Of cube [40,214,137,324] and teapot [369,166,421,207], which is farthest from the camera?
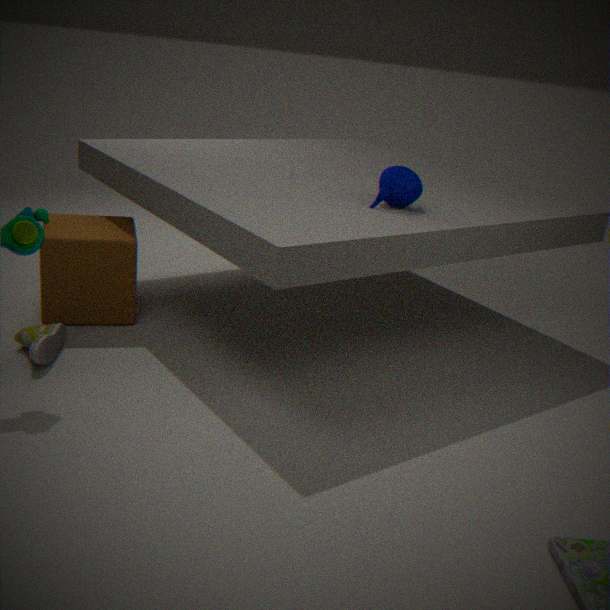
cube [40,214,137,324]
